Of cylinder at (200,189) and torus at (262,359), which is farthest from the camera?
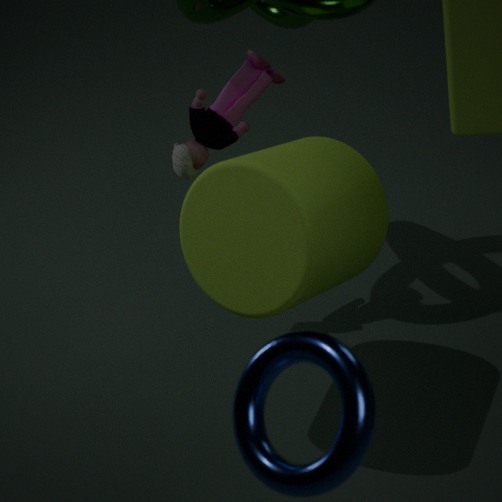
cylinder at (200,189)
